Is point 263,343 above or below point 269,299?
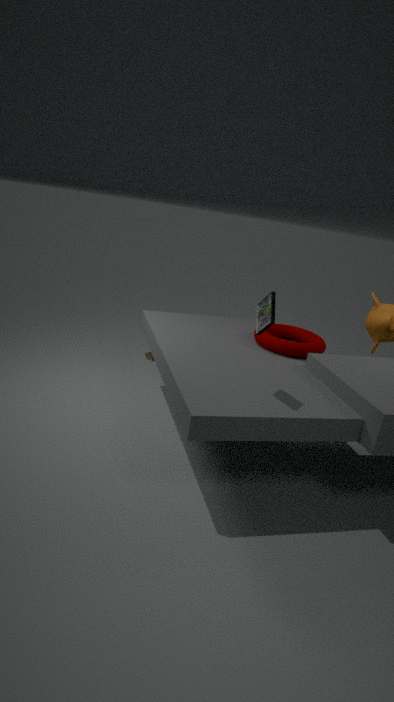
below
